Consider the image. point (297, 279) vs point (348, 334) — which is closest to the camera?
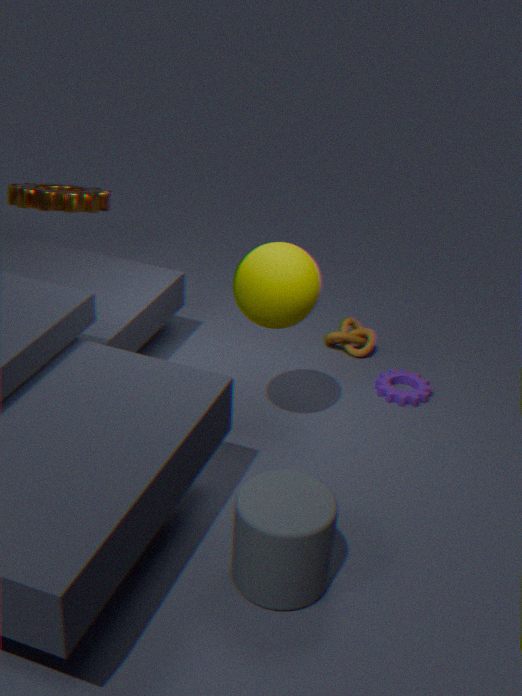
point (297, 279)
